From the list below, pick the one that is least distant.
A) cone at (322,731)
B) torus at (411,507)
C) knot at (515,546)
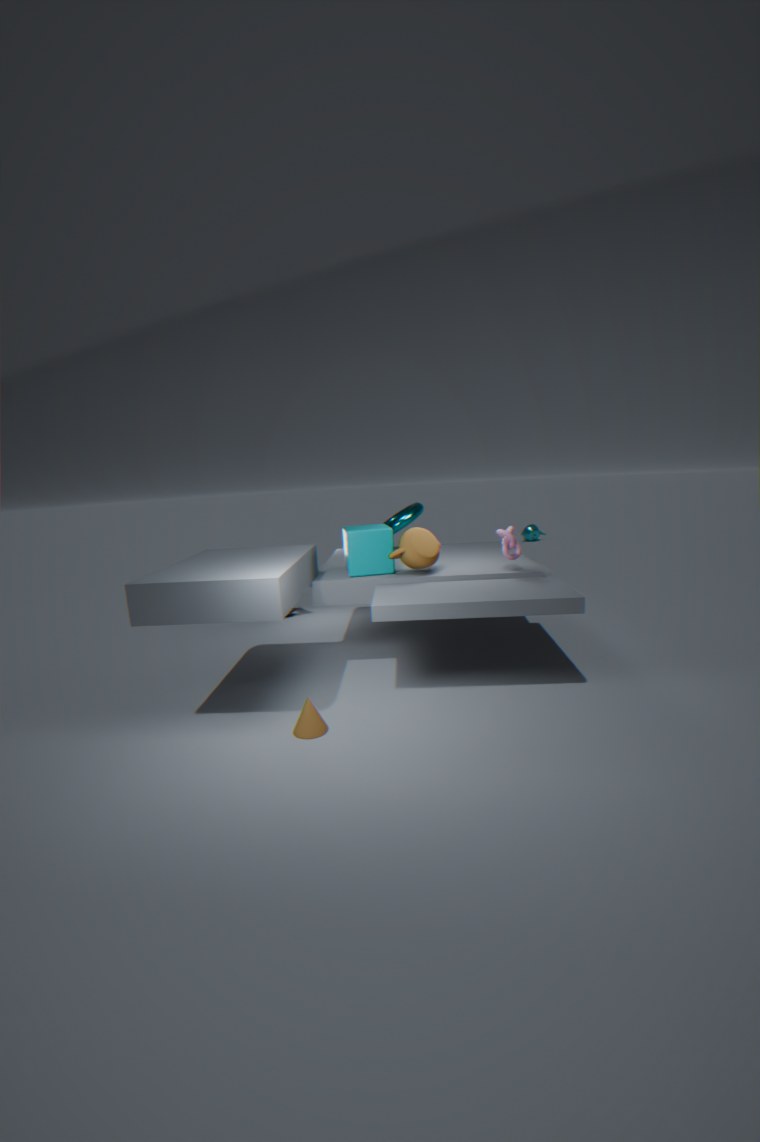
cone at (322,731)
